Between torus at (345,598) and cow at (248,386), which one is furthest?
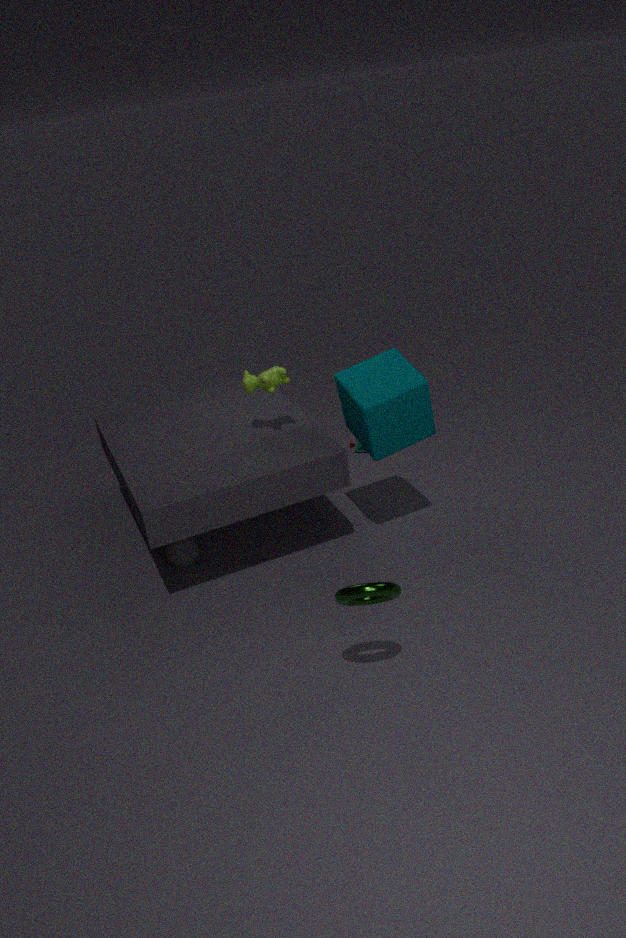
cow at (248,386)
